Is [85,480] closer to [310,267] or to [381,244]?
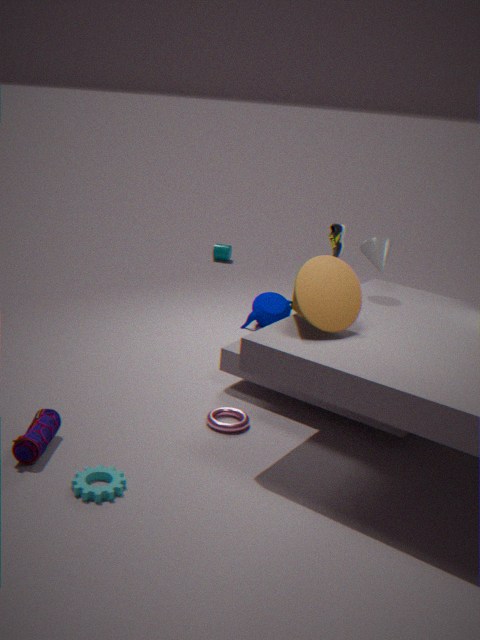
[310,267]
